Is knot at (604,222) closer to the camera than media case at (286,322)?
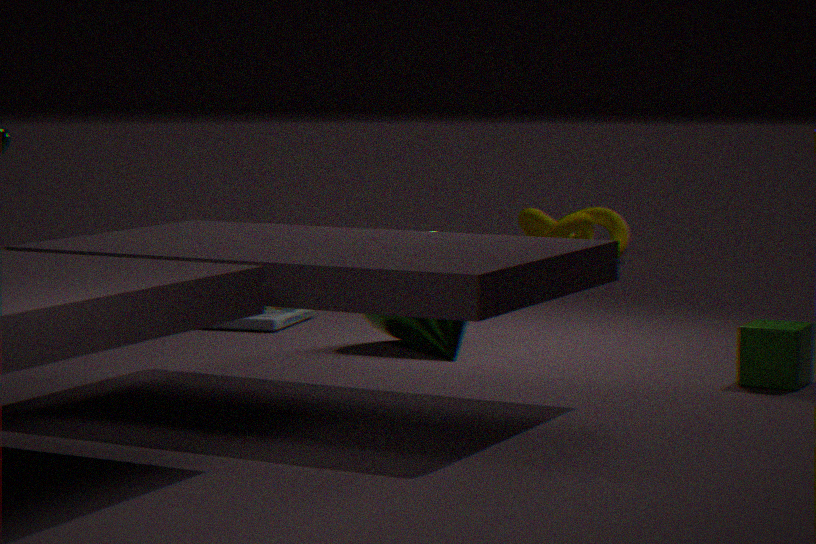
No
